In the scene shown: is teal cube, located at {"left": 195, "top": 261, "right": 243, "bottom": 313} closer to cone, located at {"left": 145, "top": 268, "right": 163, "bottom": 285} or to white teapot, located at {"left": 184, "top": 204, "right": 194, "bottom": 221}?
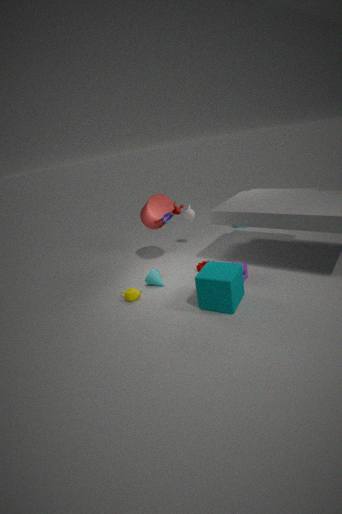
cone, located at {"left": 145, "top": 268, "right": 163, "bottom": 285}
